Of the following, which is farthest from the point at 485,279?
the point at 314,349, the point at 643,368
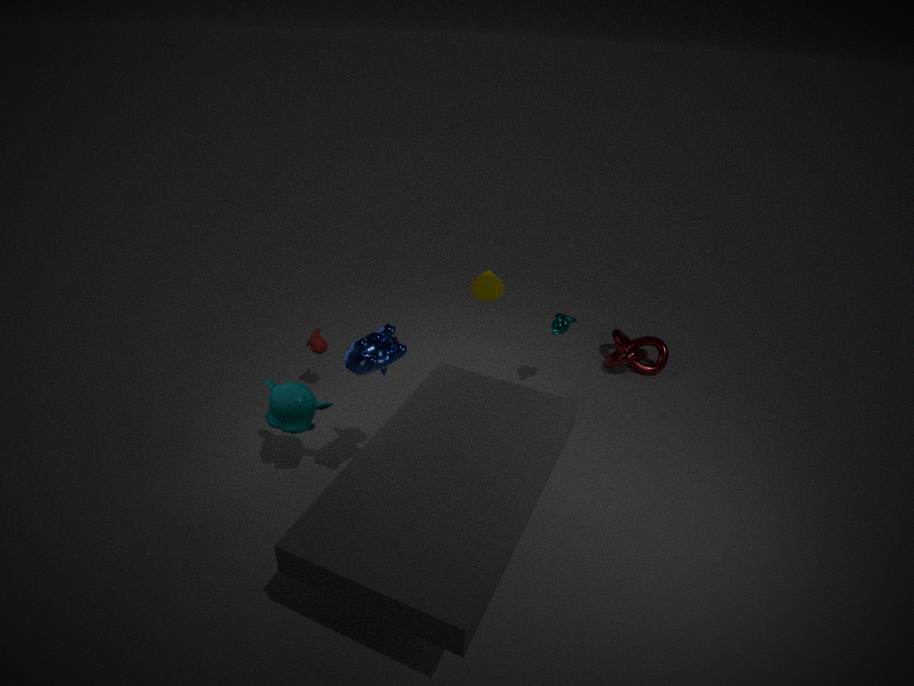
the point at 643,368
